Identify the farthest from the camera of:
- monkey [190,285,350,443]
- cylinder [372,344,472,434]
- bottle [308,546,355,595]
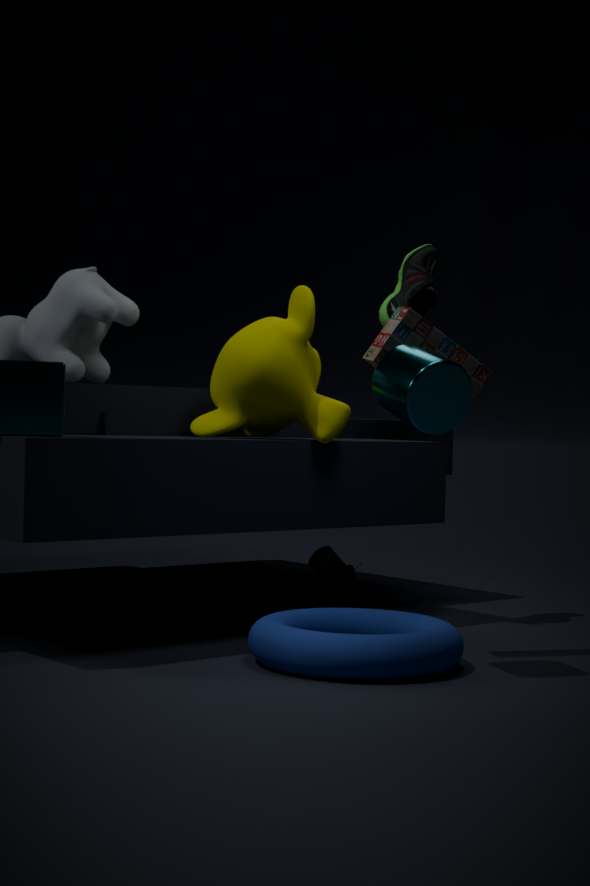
bottle [308,546,355,595]
